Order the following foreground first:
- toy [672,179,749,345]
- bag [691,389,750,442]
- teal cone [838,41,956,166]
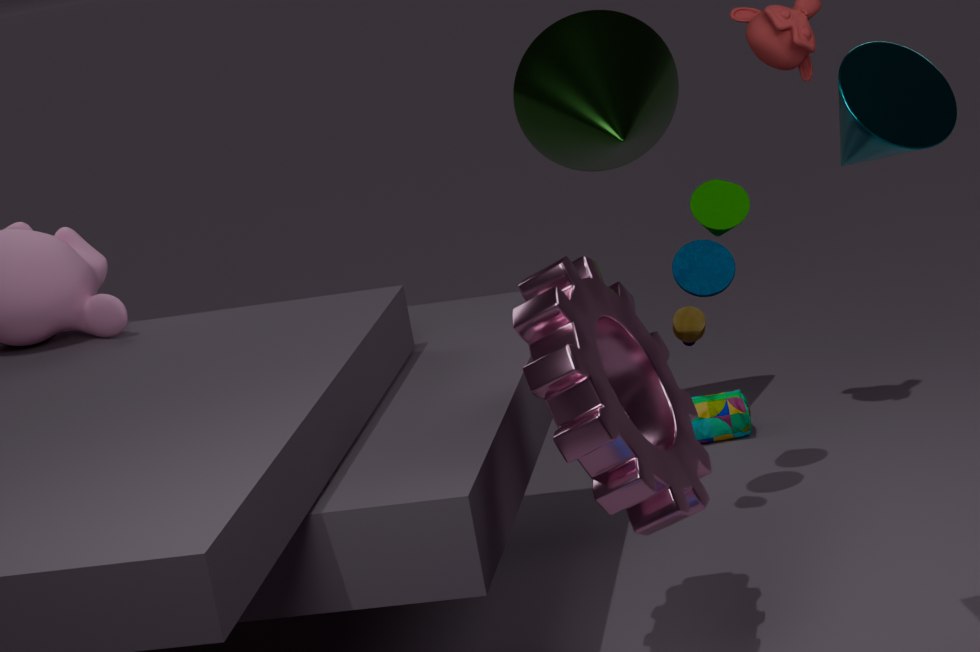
teal cone [838,41,956,166]
toy [672,179,749,345]
bag [691,389,750,442]
